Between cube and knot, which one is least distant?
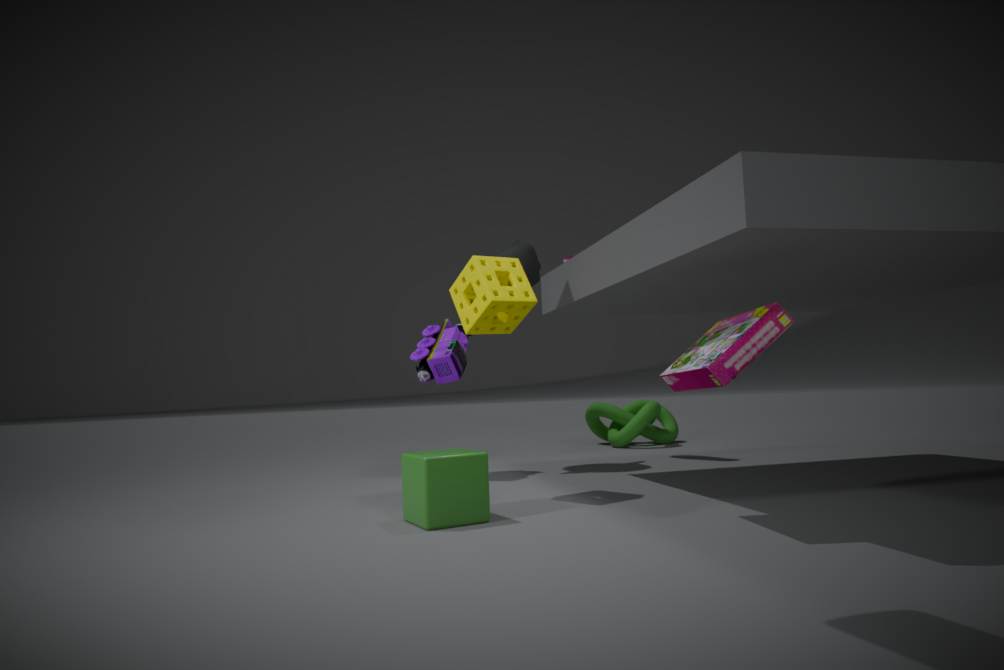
cube
